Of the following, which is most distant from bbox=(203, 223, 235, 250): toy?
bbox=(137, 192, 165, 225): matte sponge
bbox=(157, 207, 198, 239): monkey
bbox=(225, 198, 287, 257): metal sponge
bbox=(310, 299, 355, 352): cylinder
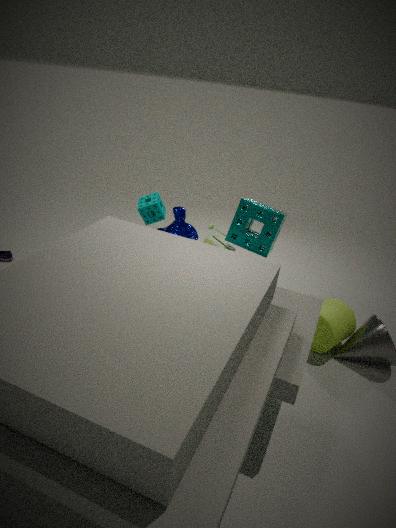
bbox=(310, 299, 355, 352): cylinder
